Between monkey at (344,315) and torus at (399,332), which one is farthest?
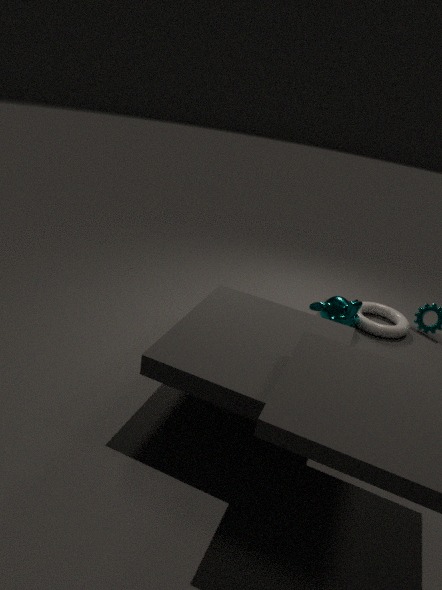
torus at (399,332)
